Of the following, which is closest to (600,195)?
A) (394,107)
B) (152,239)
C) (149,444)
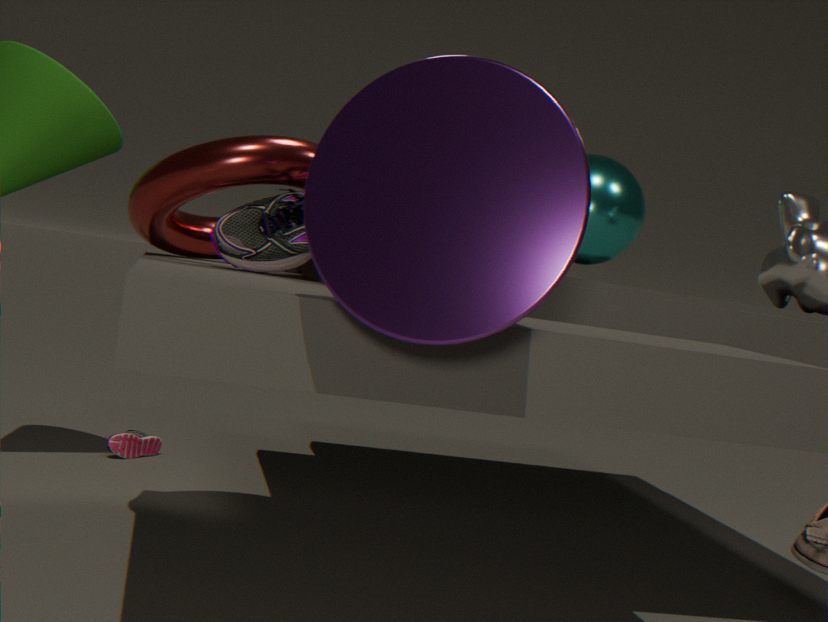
(152,239)
